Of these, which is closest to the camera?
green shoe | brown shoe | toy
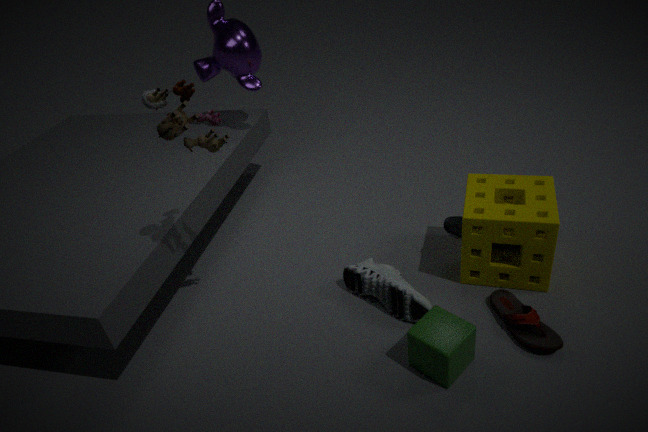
toy
